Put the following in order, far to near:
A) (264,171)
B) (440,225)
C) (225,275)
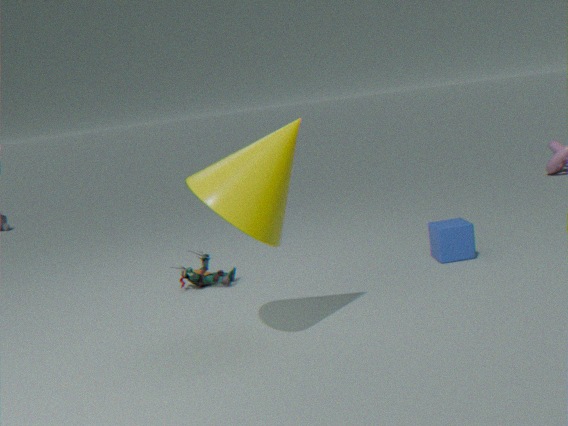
1. (225,275)
2. (440,225)
3. (264,171)
